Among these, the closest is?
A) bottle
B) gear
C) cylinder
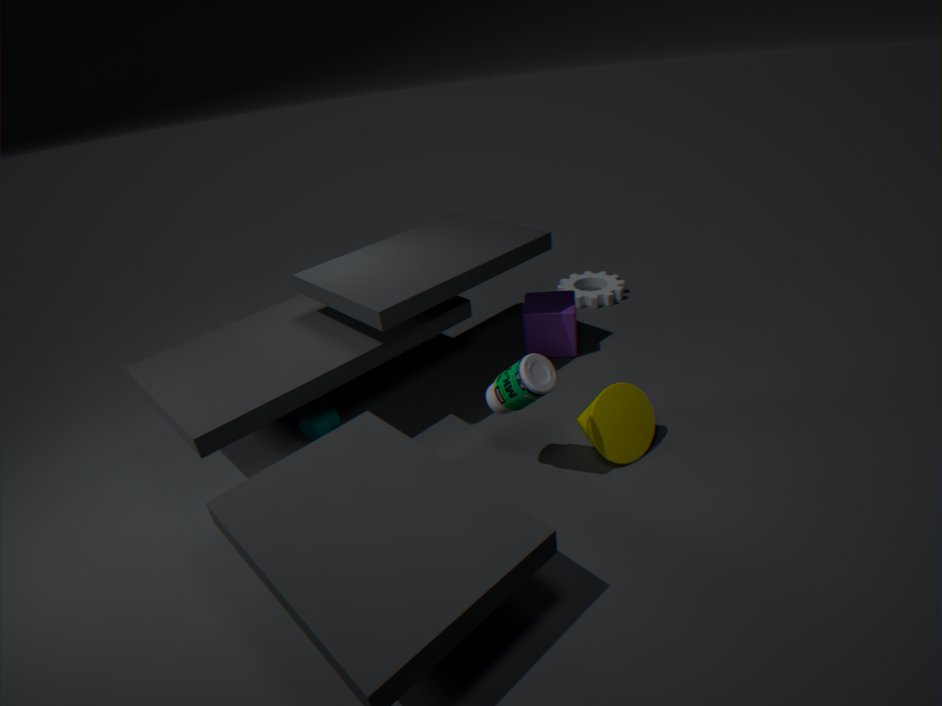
bottle
